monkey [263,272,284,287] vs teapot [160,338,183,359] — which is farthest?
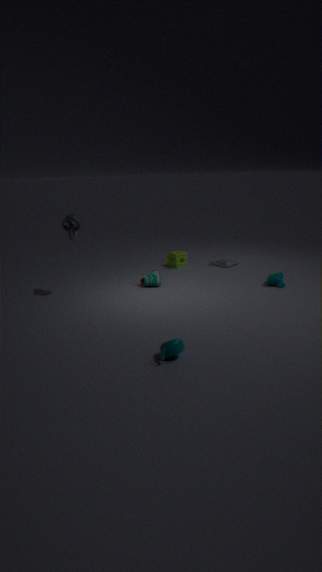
monkey [263,272,284,287]
